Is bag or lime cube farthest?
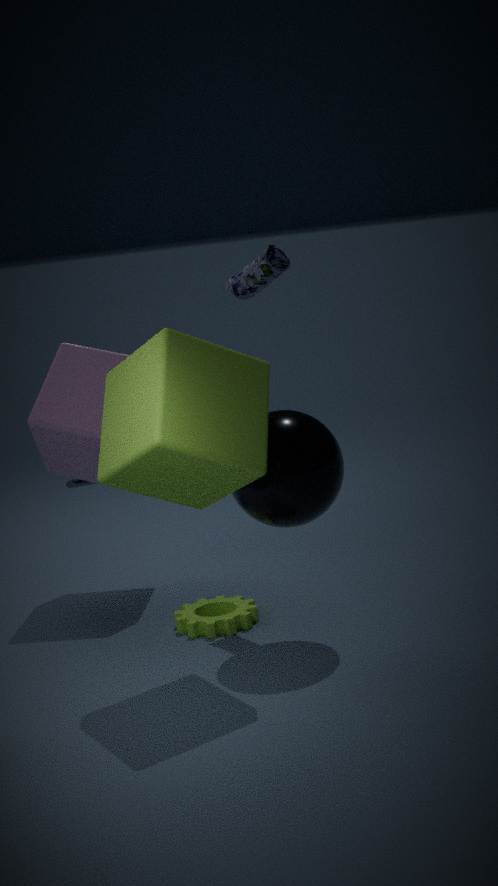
bag
